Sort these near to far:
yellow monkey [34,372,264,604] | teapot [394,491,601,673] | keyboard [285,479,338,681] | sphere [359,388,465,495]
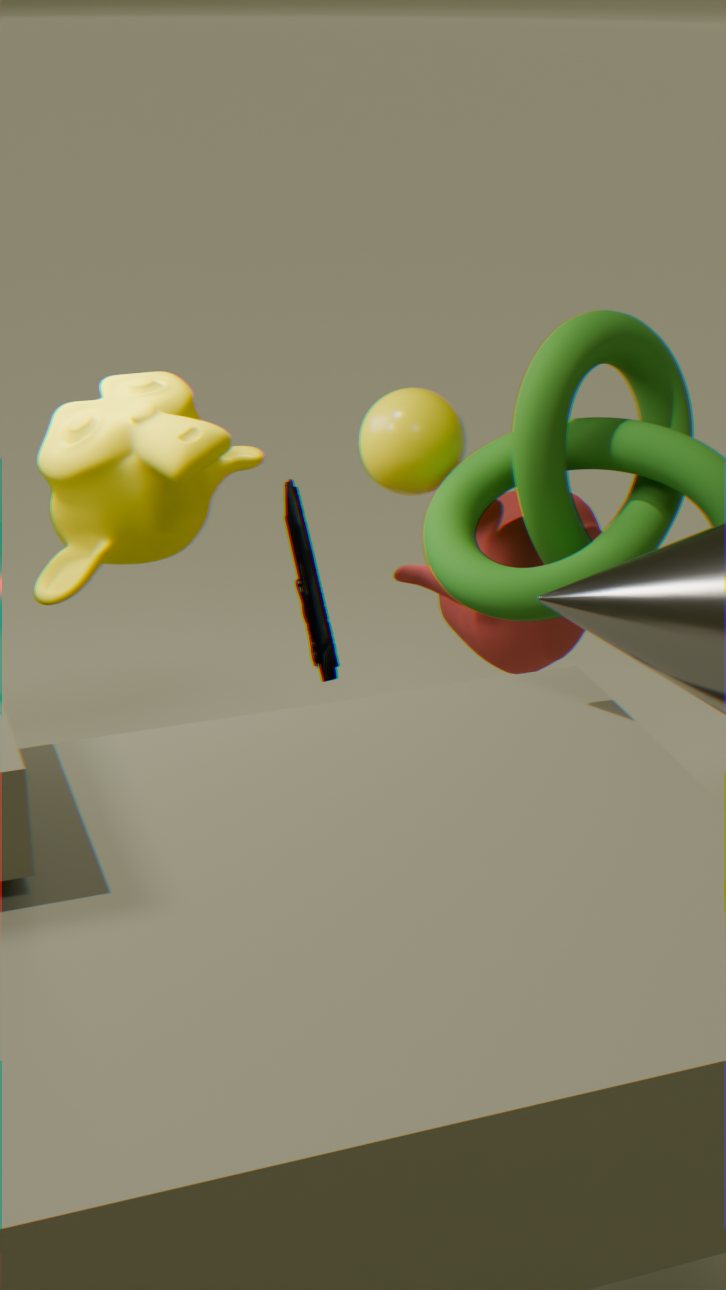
yellow monkey [34,372,264,604] < sphere [359,388,465,495] < teapot [394,491,601,673] < keyboard [285,479,338,681]
